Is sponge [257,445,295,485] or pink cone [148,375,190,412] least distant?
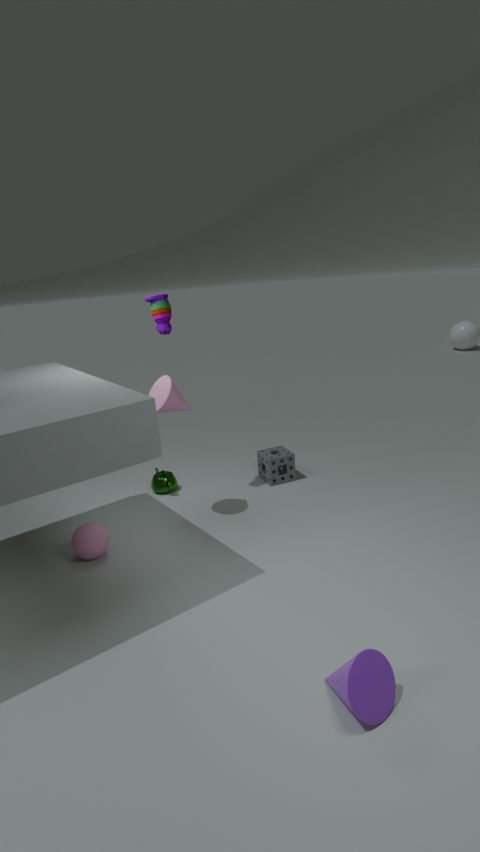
pink cone [148,375,190,412]
